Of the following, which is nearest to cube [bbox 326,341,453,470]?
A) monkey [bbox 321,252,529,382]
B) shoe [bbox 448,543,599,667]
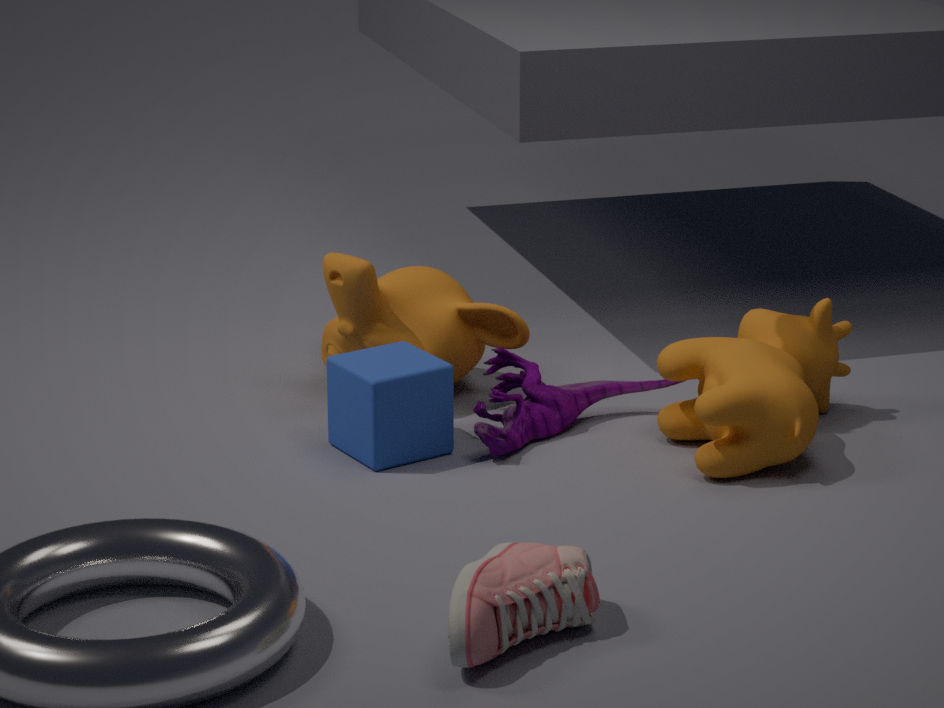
monkey [bbox 321,252,529,382]
